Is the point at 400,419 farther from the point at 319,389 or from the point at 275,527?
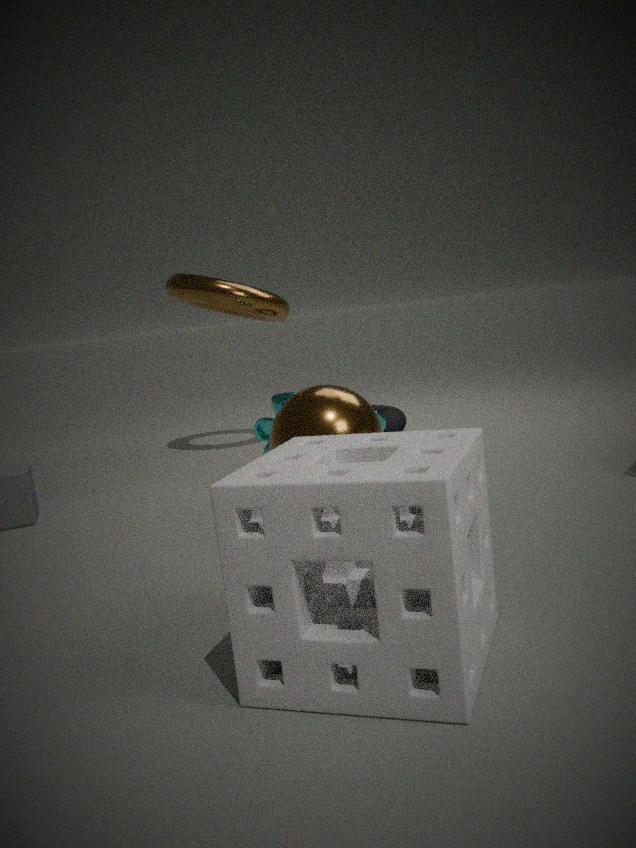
the point at 275,527
